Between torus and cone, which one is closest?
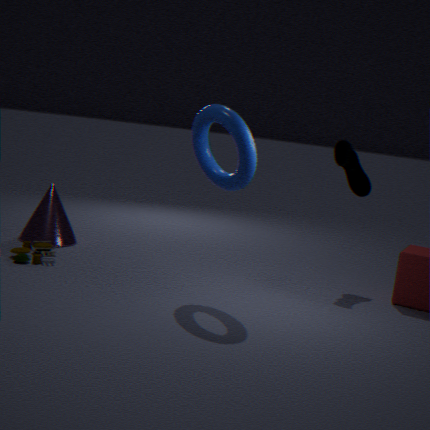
torus
